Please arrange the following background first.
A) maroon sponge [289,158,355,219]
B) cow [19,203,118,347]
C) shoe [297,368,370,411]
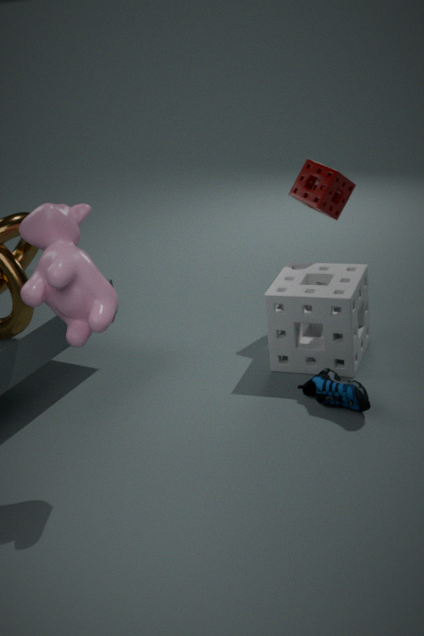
maroon sponge [289,158,355,219]
shoe [297,368,370,411]
cow [19,203,118,347]
